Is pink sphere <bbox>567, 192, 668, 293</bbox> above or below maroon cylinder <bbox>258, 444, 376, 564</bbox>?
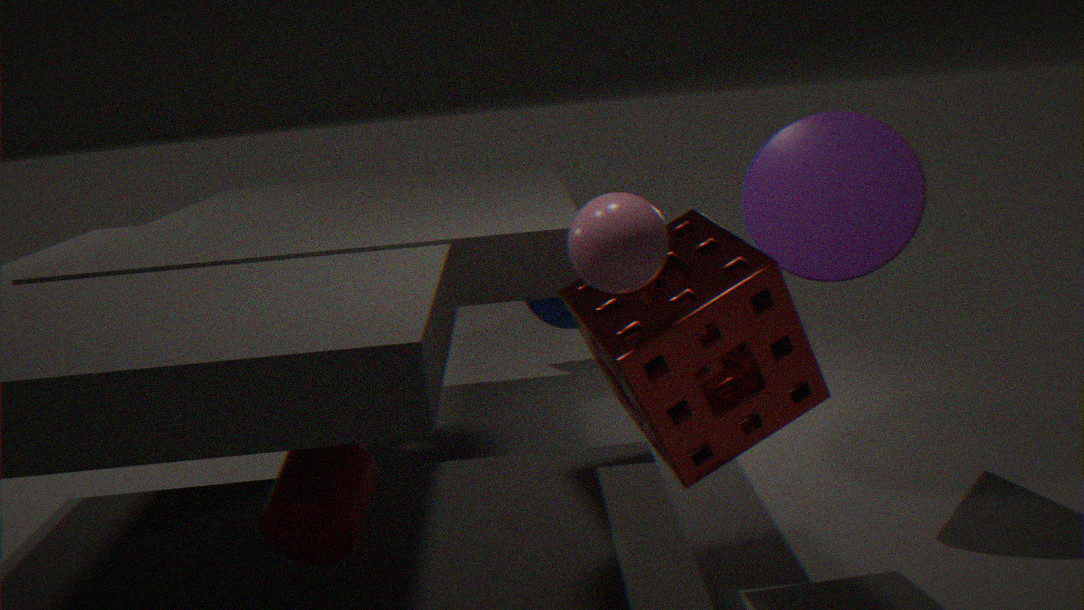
above
